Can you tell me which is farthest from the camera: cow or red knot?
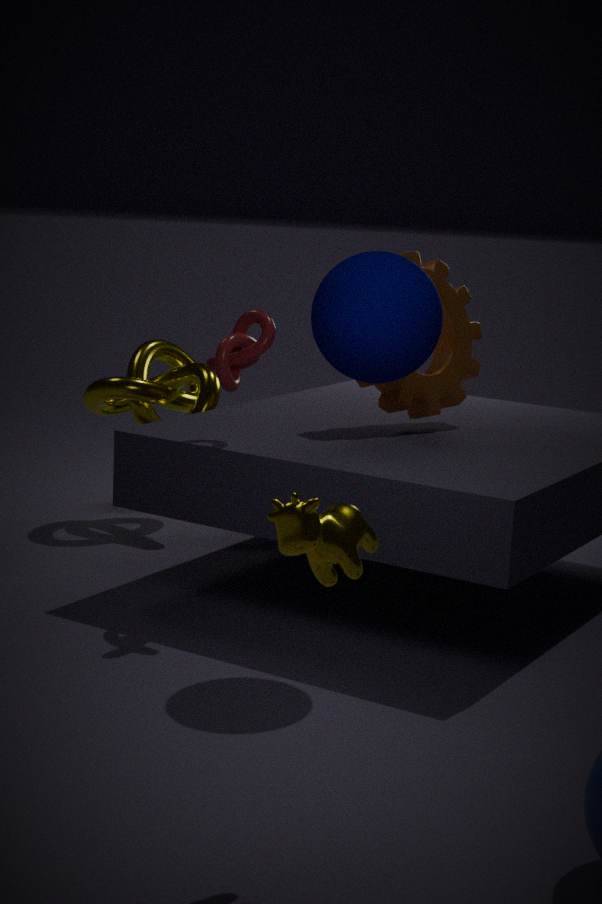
red knot
